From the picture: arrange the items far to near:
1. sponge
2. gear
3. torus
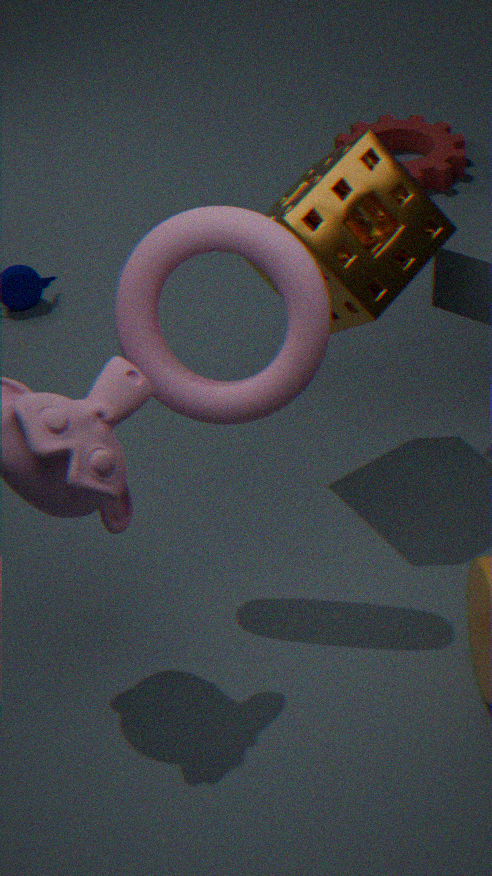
gear
sponge
torus
